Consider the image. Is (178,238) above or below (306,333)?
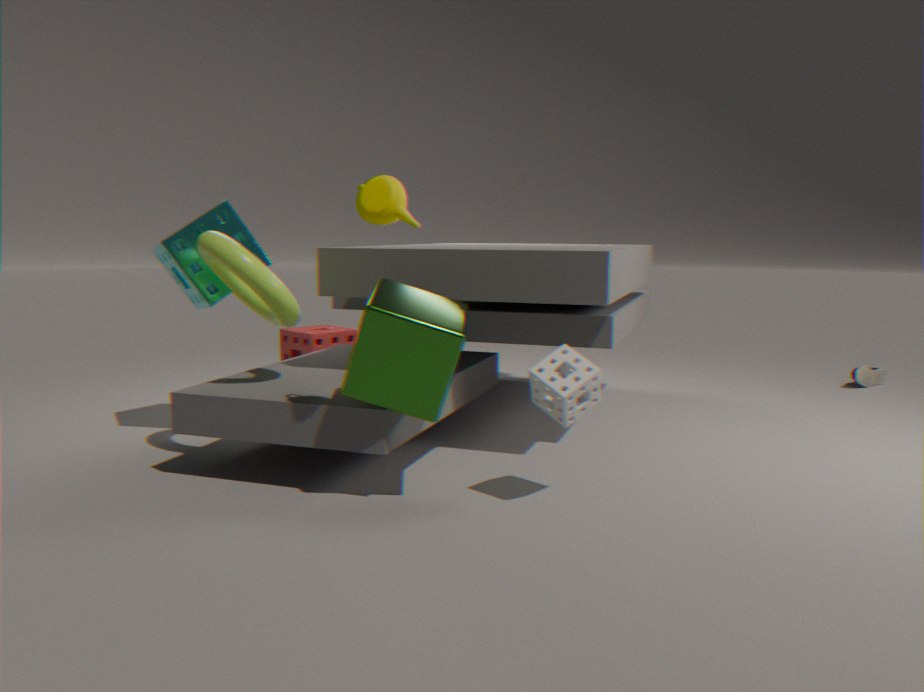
above
